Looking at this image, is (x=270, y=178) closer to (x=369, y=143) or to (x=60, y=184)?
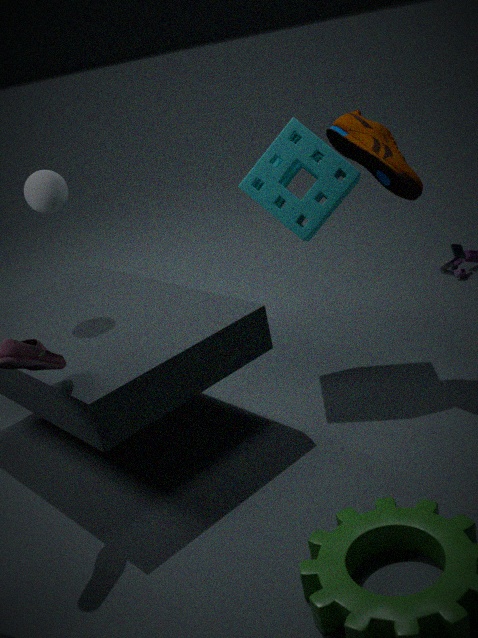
(x=369, y=143)
